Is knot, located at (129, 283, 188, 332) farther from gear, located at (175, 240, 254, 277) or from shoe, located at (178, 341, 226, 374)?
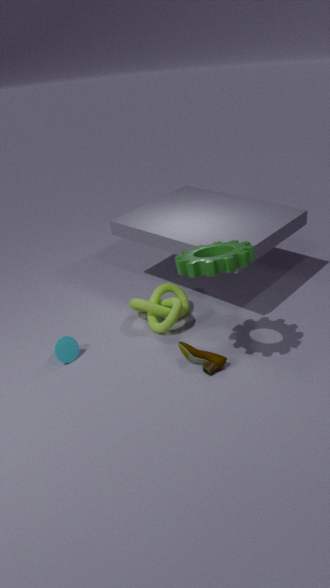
gear, located at (175, 240, 254, 277)
